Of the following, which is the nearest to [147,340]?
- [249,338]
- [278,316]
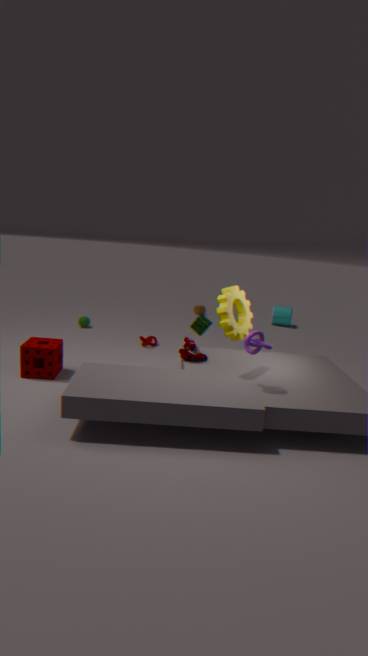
[249,338]
